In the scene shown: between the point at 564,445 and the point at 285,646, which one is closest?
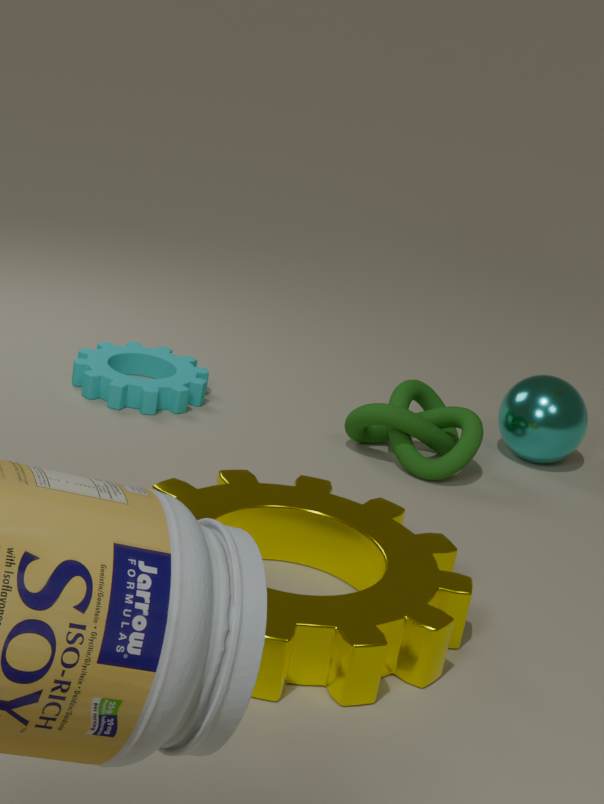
the point at 285,646
